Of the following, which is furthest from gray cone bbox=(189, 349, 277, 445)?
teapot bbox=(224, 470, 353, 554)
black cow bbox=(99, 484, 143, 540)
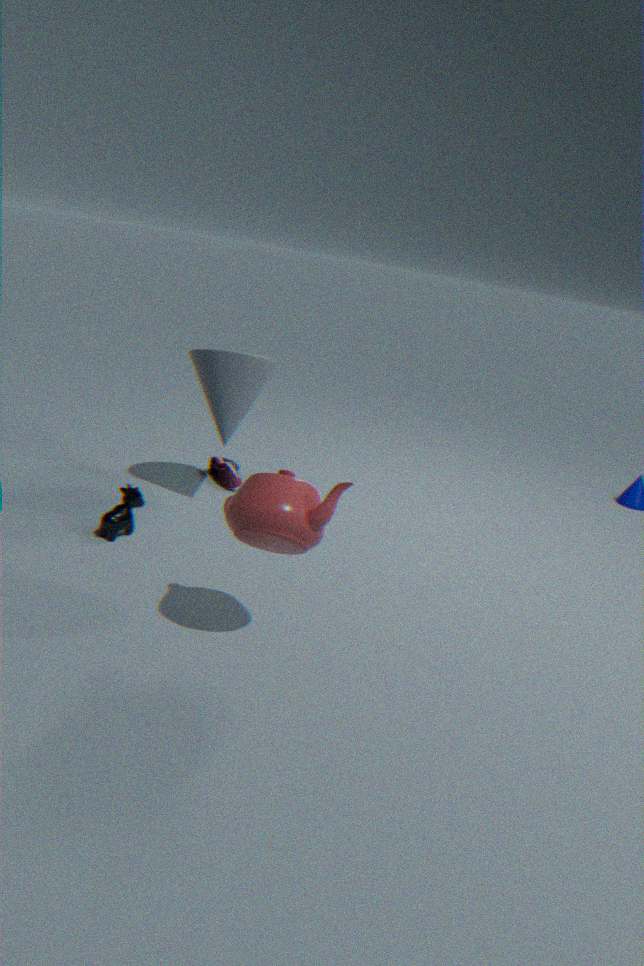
teapot bbox=(224, 470, 353, 554)
